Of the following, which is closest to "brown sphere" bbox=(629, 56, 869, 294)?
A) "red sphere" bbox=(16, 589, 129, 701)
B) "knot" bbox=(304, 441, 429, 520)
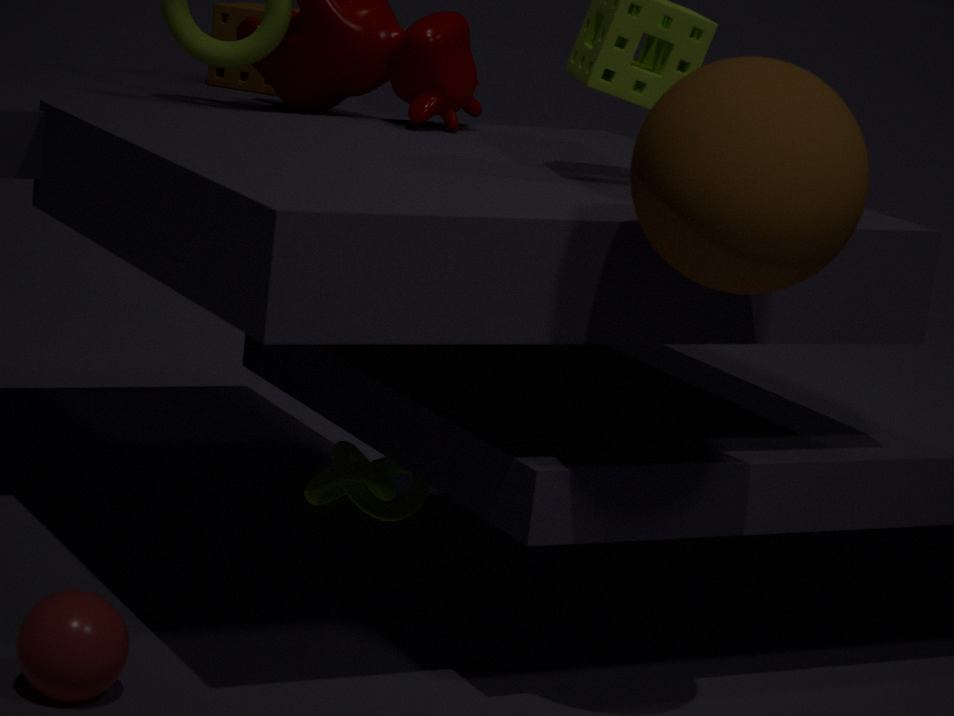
"red sphere" bbox=(16, 589, 129, 701)
